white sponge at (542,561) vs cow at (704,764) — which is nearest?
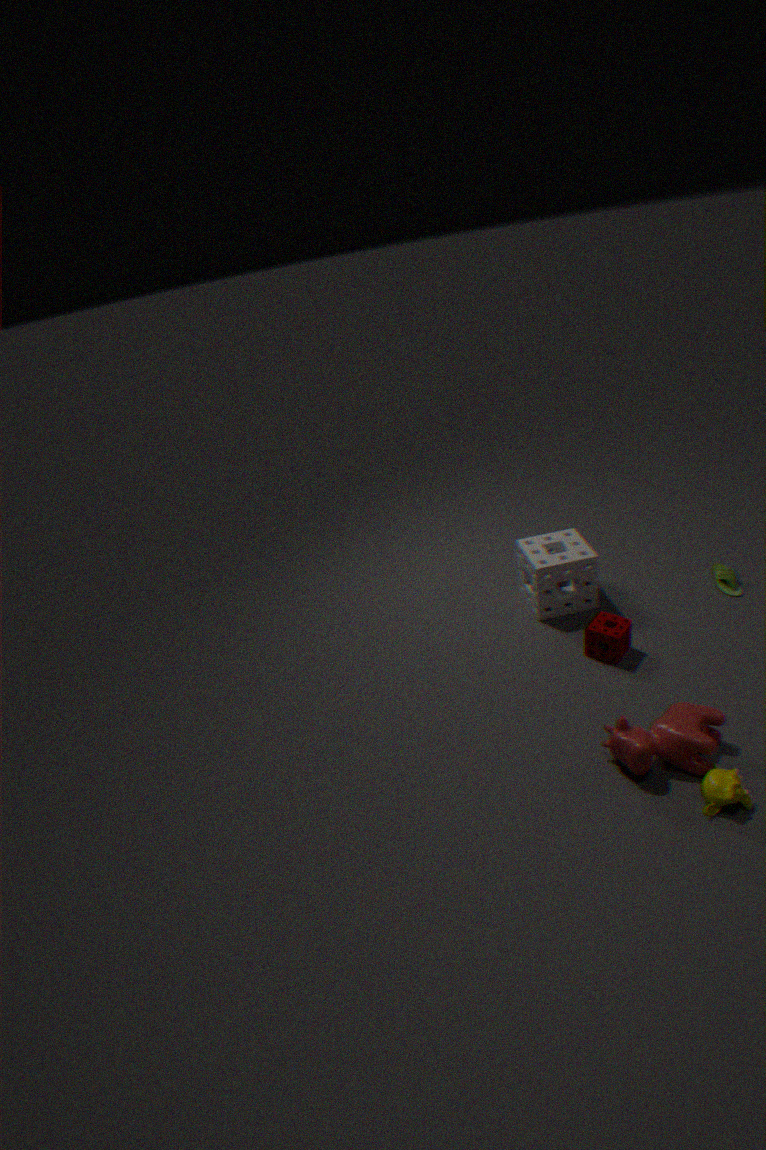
cow at (704,764)
